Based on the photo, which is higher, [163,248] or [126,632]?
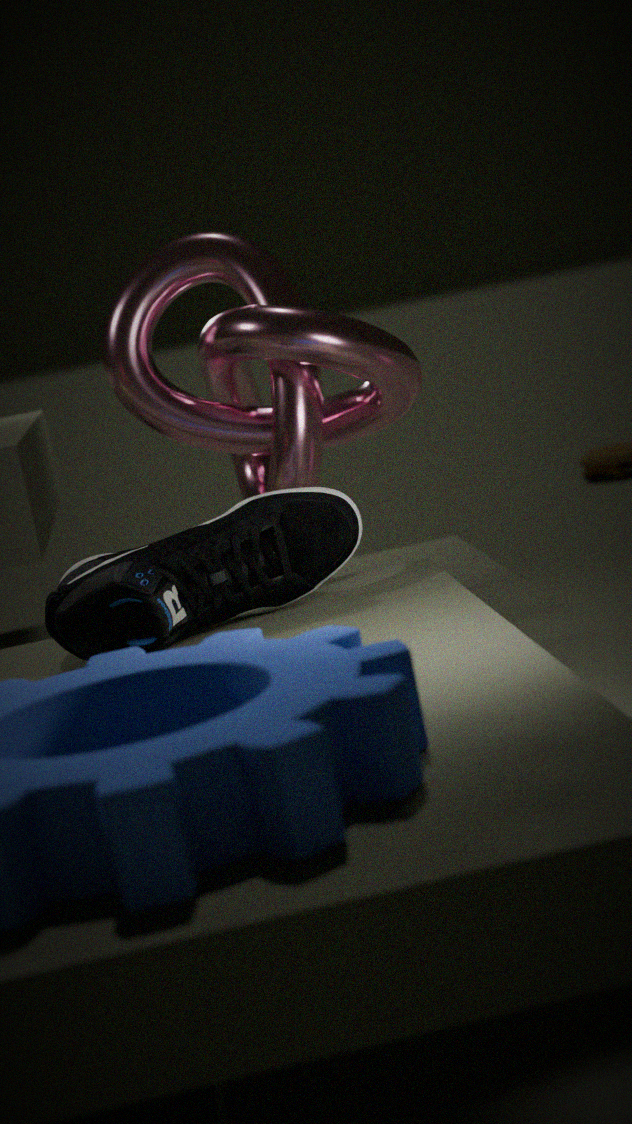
[163,248]
